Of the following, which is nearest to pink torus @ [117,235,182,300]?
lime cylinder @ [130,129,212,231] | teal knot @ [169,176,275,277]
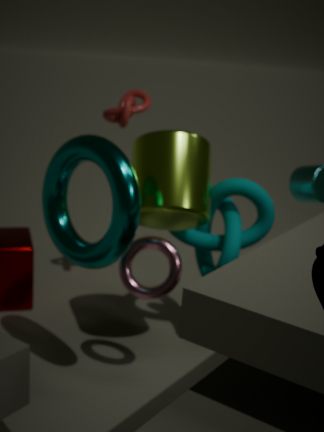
lime cylinder @ [130,129,212,231]
